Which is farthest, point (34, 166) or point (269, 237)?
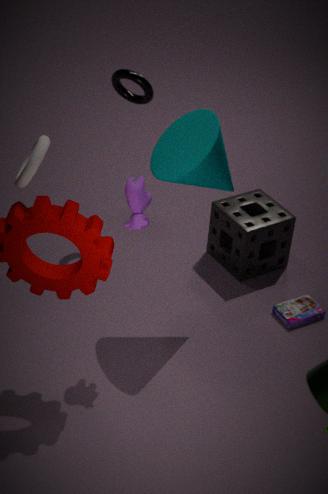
point (269, 237)
